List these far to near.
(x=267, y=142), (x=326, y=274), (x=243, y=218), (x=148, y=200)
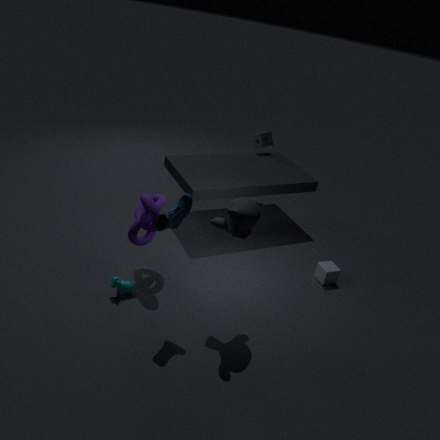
(x=267, y=142) → (x=326, y=274) → (x=148, y=200) → (x=243, y=218)
